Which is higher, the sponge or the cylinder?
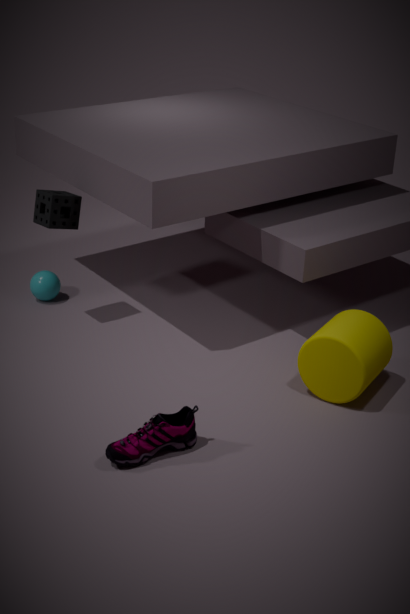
the sponge
